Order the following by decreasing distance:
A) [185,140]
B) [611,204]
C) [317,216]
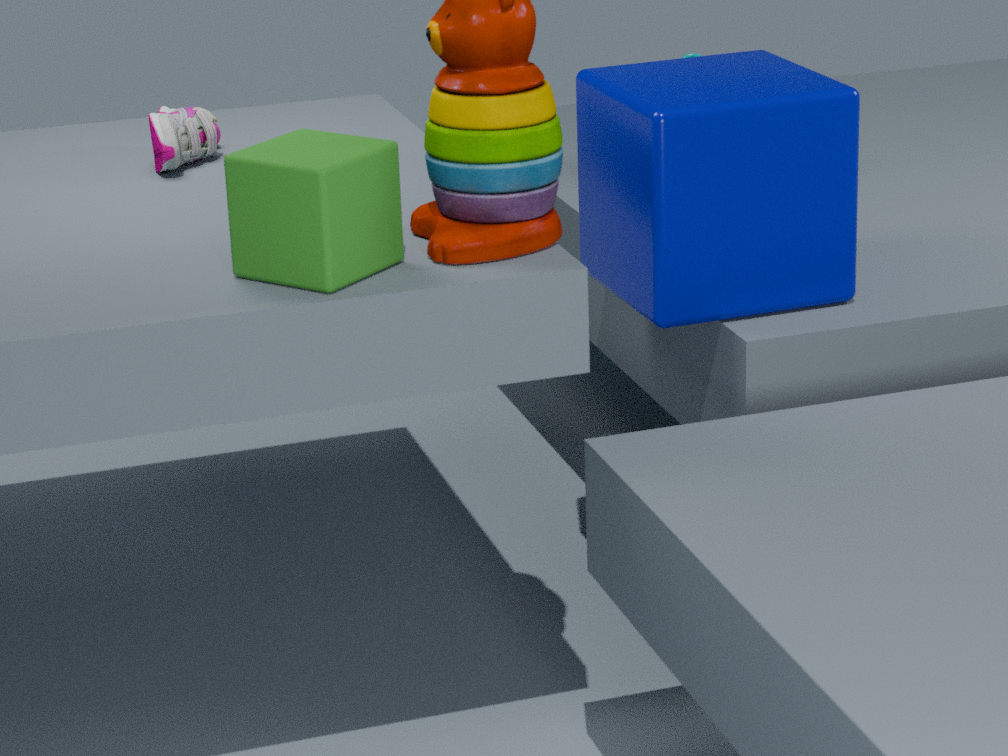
[185,140]
[611,204]
[317,216]
